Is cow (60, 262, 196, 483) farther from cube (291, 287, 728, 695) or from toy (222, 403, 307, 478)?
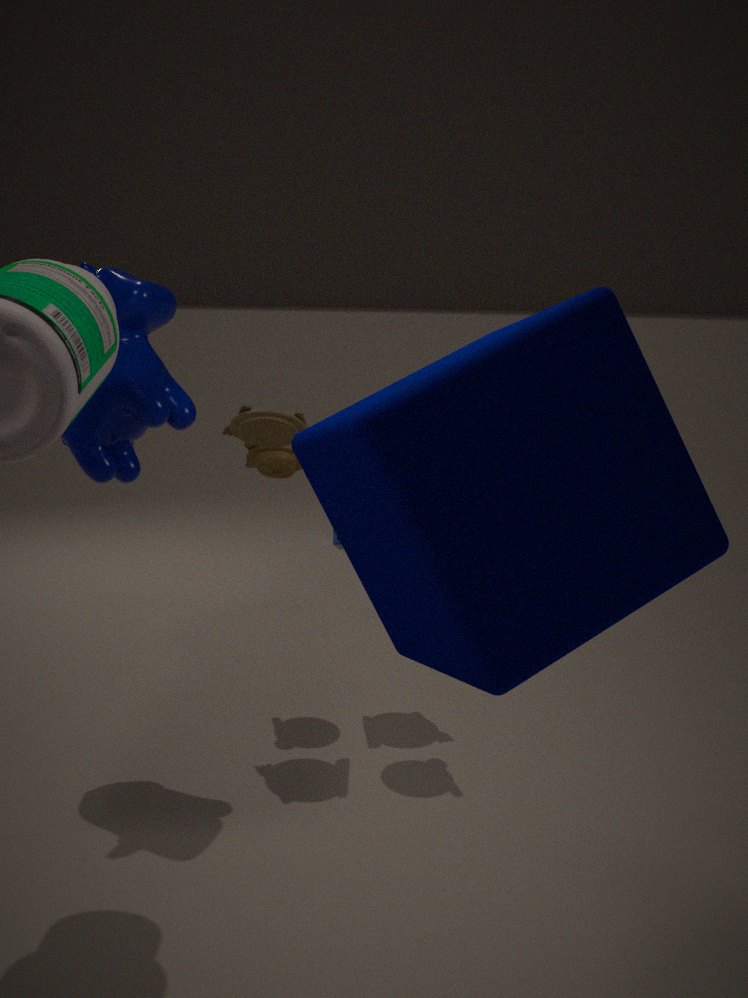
cube (291, 287, 728, 695)
